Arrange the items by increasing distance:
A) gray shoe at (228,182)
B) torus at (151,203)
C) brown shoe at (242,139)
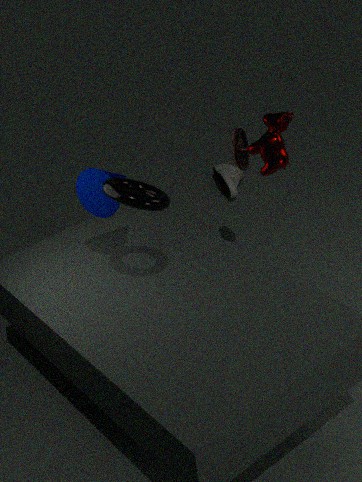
torus at (151,203) < brown shoe at (242,139) < gray shoe at (228,182)
